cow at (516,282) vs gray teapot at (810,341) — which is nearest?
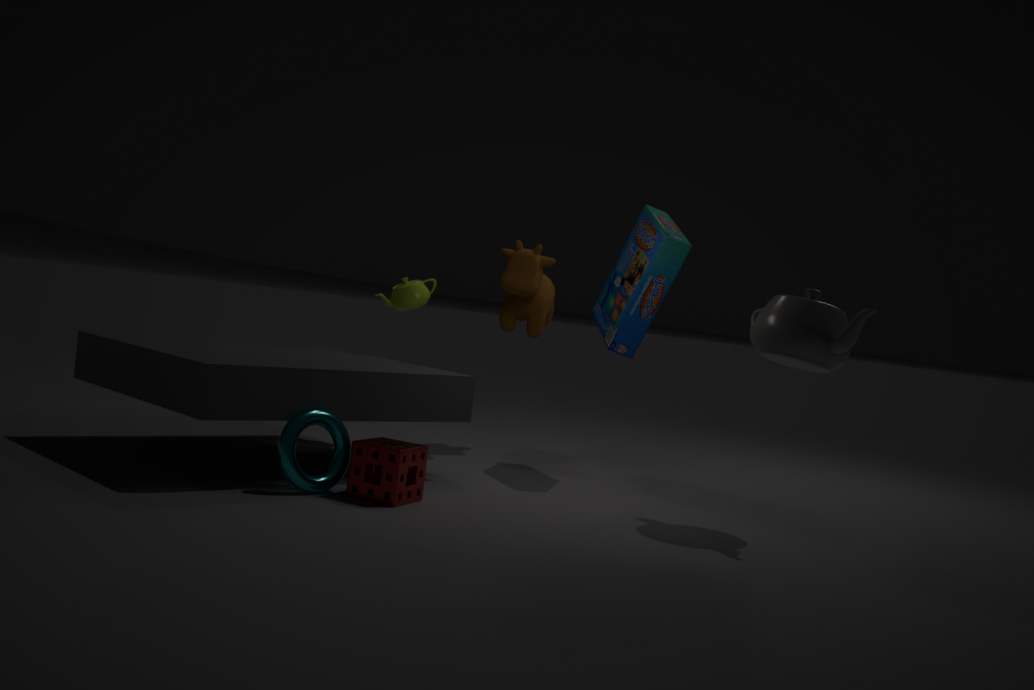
gray teapot at (810,341)
